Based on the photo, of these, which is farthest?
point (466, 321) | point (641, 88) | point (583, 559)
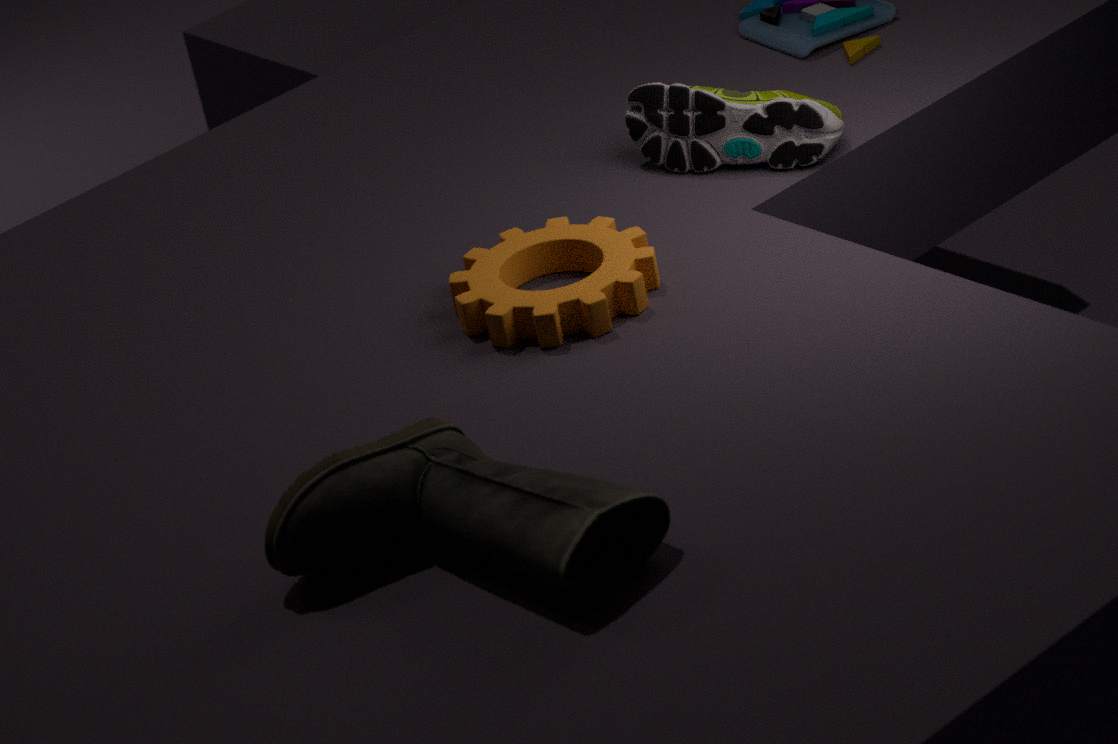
point (641, 88)
